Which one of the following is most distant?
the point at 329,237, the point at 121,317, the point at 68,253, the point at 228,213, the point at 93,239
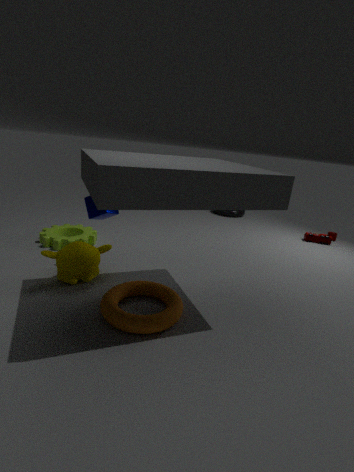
the point at 228,213
